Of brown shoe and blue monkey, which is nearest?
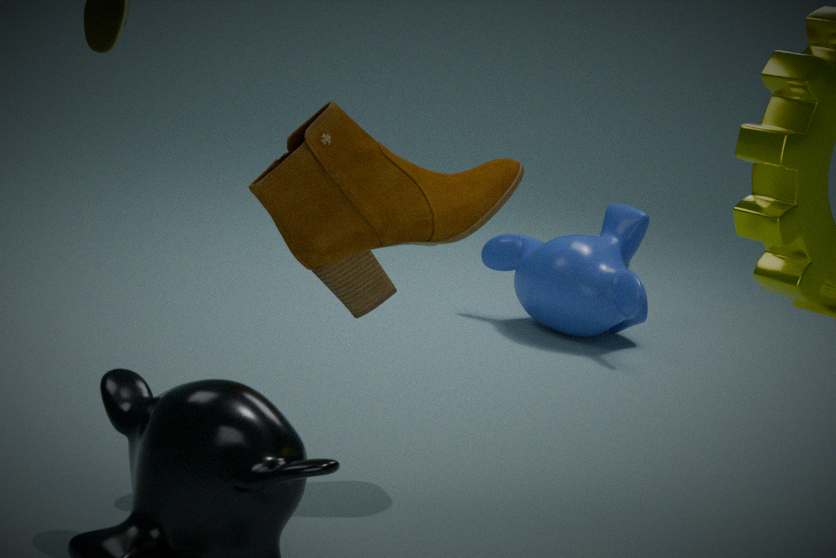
brown shoe
